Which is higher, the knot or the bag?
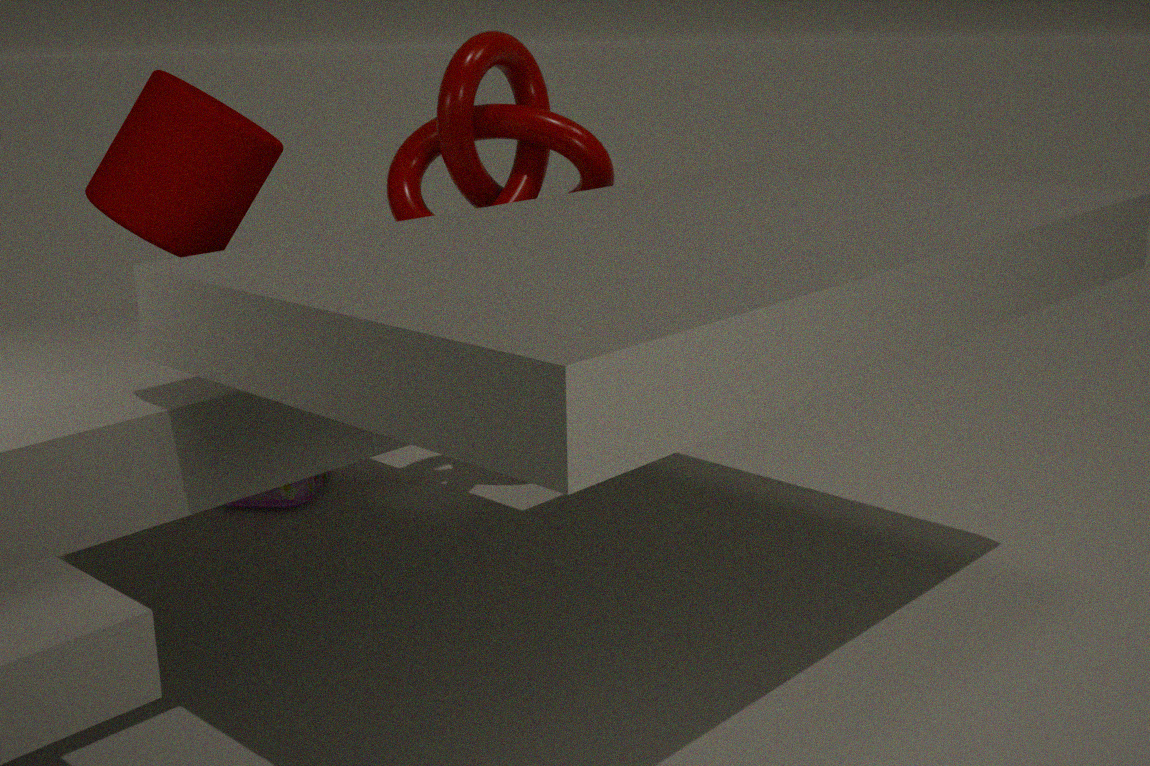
the knot
